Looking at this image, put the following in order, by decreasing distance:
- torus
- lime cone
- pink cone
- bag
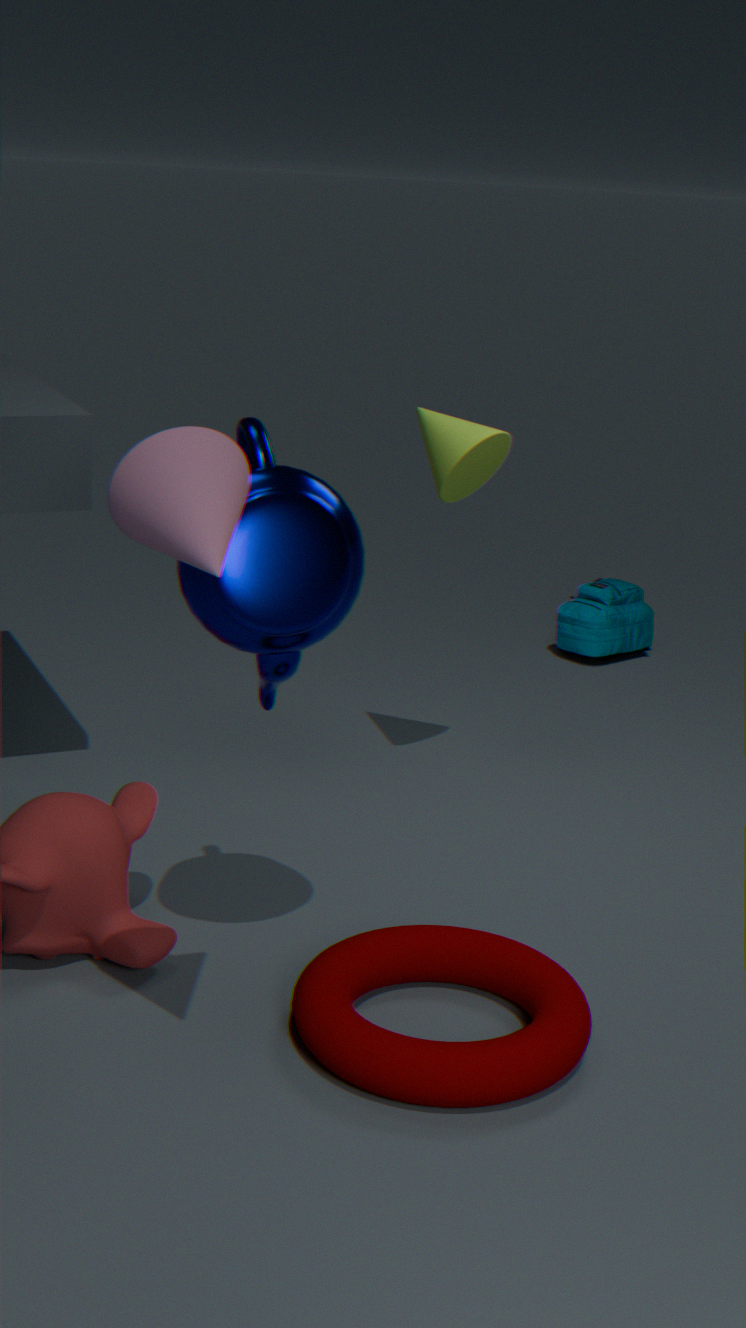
bag → lime cone → torus → pink cone
